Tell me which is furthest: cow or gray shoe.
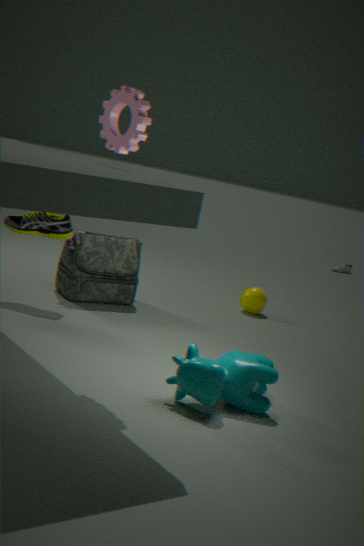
gray shoe
